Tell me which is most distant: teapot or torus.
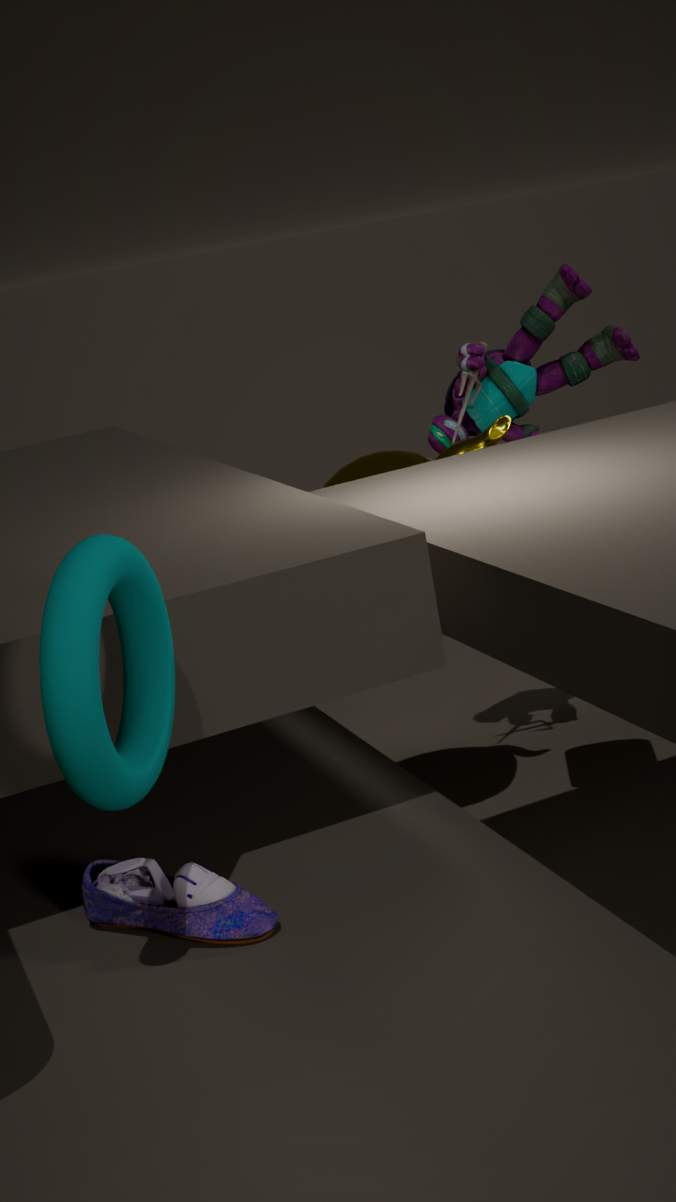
teapot
